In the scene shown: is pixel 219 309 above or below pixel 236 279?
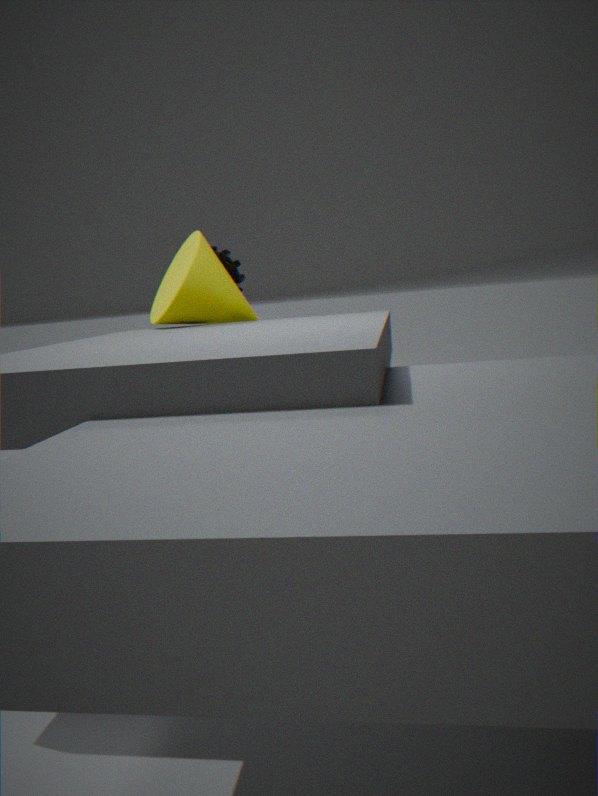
below
